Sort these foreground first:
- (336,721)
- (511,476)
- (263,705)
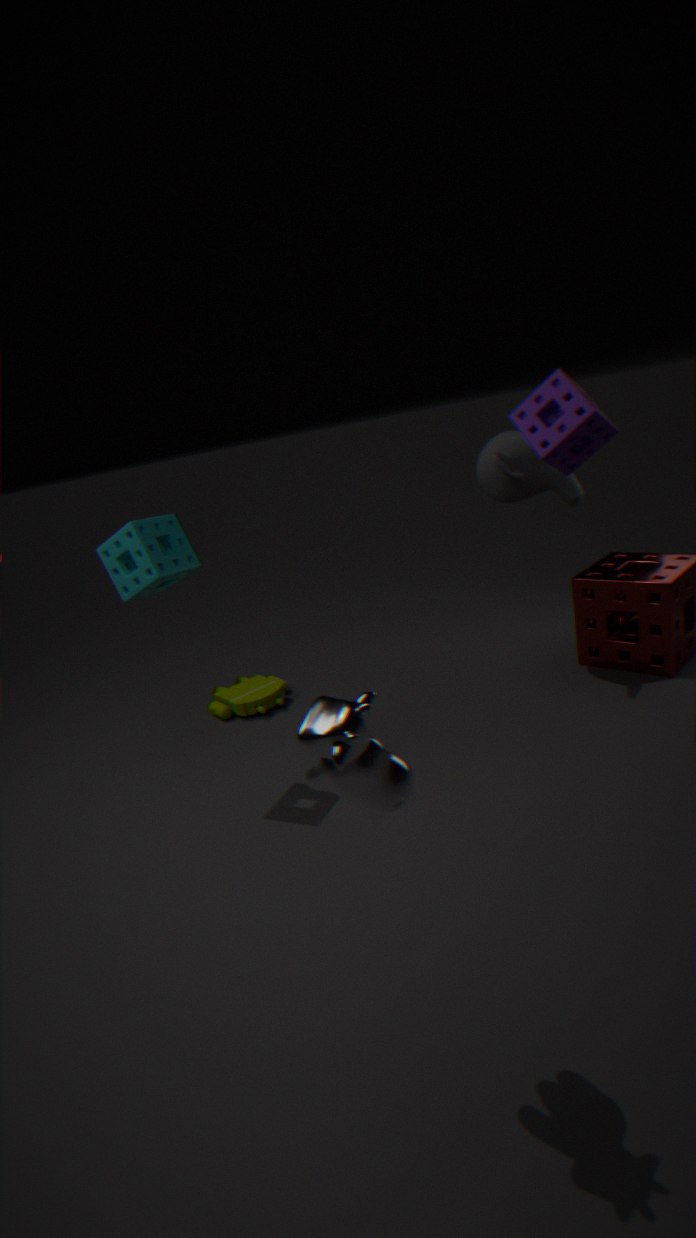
(336,721) → (511,476) → (263,705)
